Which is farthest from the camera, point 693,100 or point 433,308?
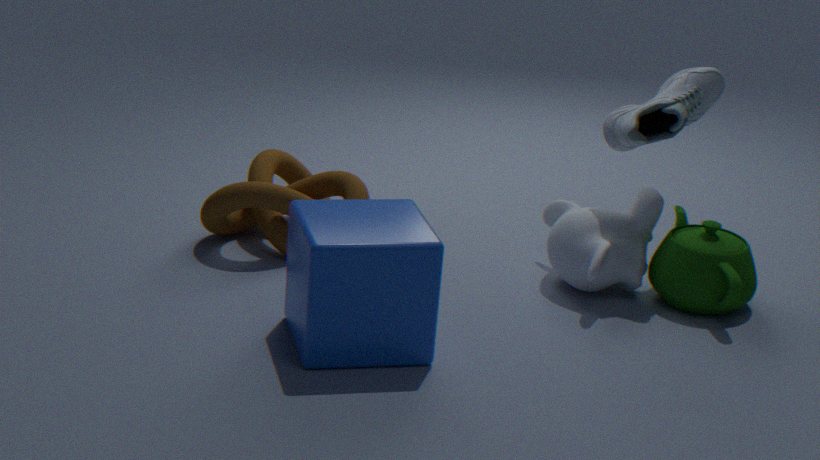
point 693,100
